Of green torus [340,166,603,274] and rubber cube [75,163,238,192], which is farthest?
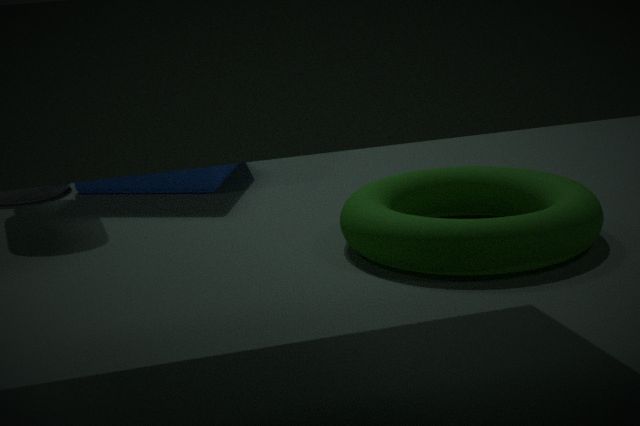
rubber cube [75,163,238,192]
